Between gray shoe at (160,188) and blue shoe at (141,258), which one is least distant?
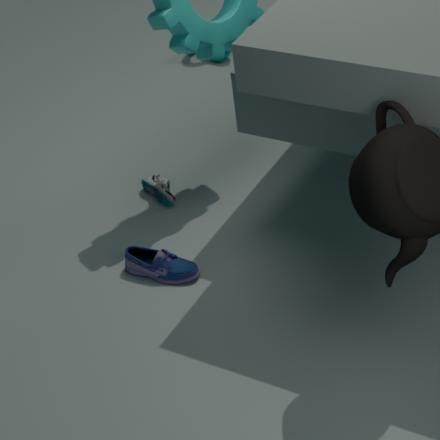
blue shoe at (141,258)
